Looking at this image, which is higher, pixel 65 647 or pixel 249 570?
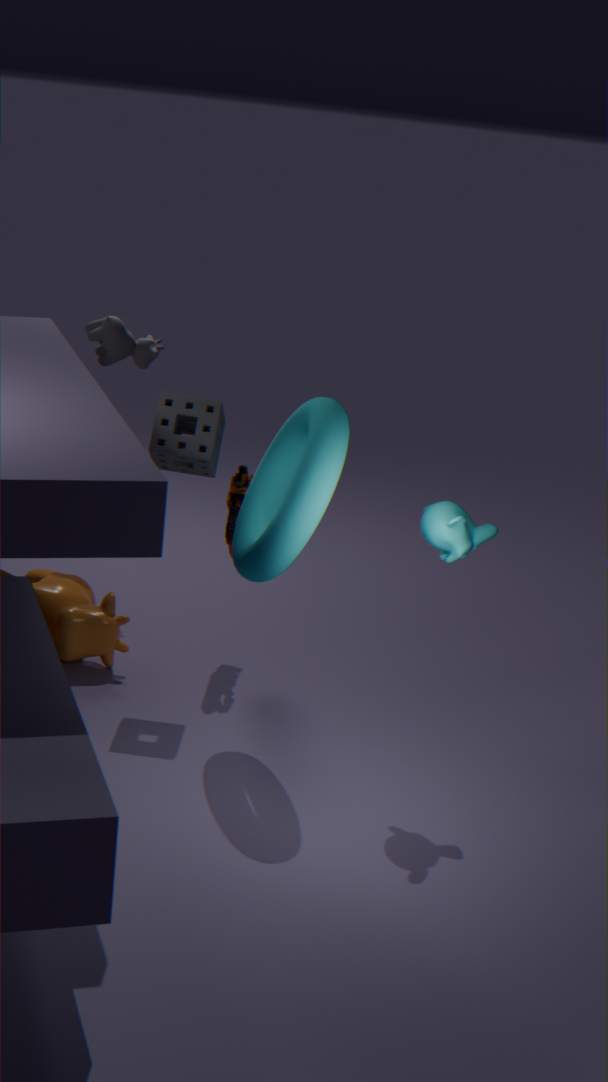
pixel 249 570
